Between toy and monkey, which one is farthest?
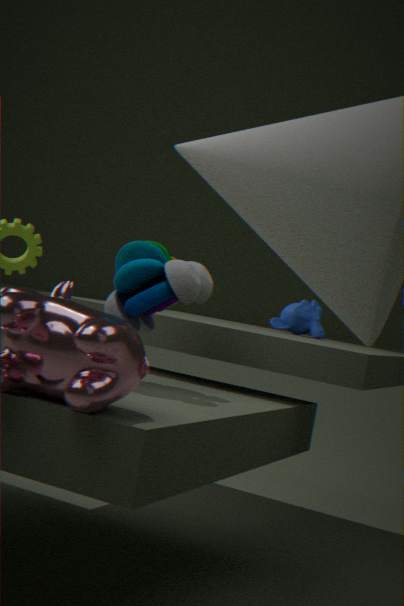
monkey
